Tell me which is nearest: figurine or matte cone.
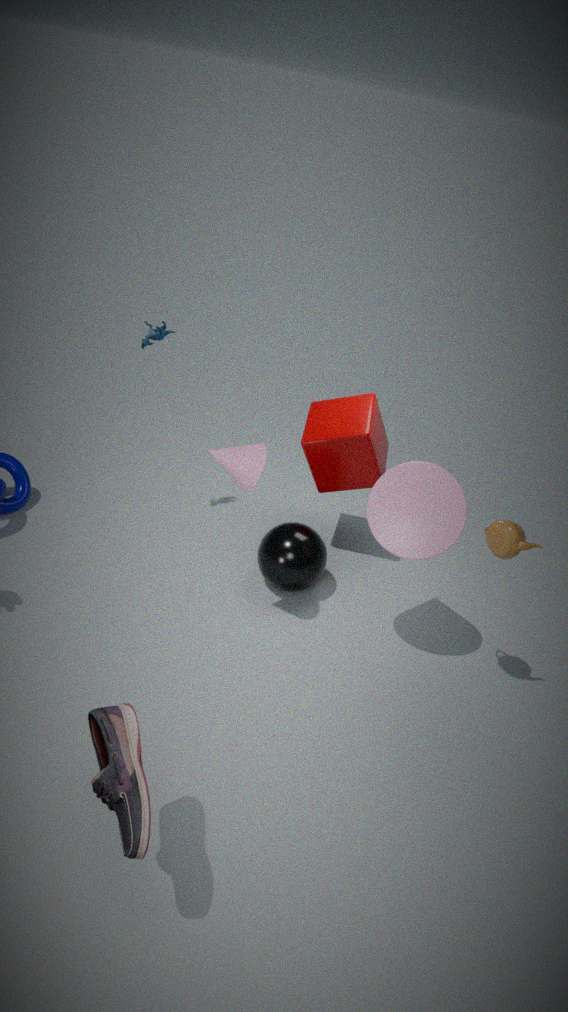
matte cone
